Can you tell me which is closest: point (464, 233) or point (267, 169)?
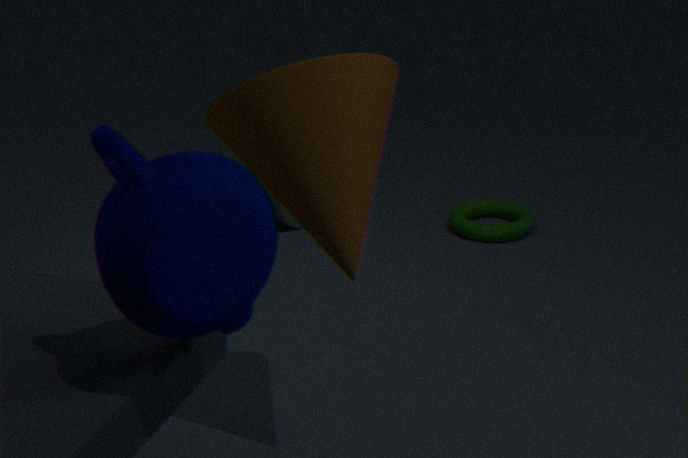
point (267, 169)
